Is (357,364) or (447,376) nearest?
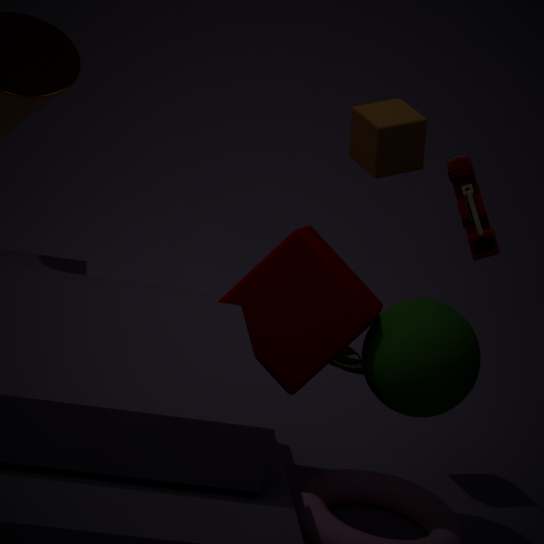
(447,376)
